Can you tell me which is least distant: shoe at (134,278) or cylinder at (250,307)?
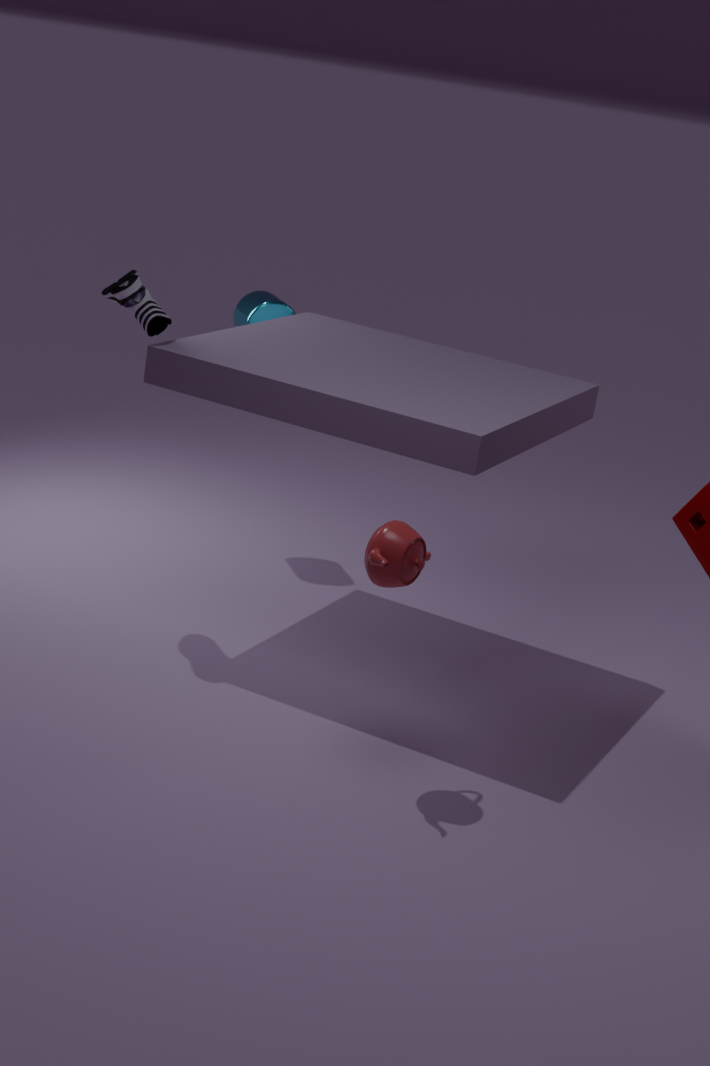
shoe at (134,278)
